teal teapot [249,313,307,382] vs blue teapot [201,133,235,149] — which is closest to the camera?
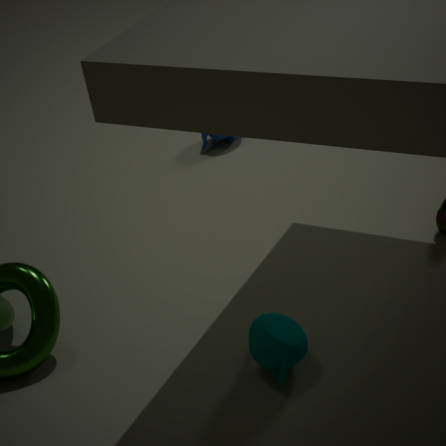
teal teapot [249,313,307,382]
